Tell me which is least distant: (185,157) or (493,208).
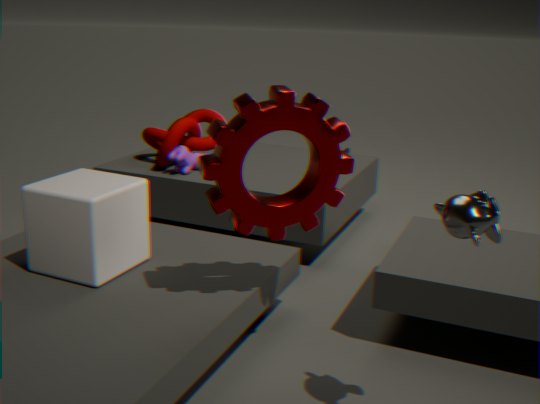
(493,208)
